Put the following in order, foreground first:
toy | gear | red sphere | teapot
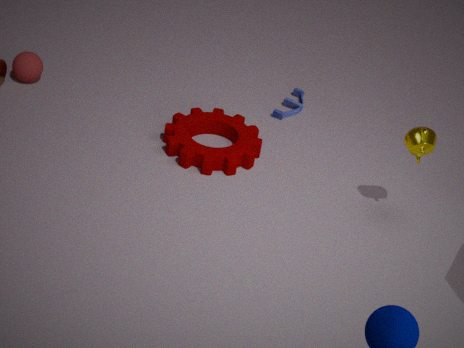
teapot
gear
red sphere
toy
